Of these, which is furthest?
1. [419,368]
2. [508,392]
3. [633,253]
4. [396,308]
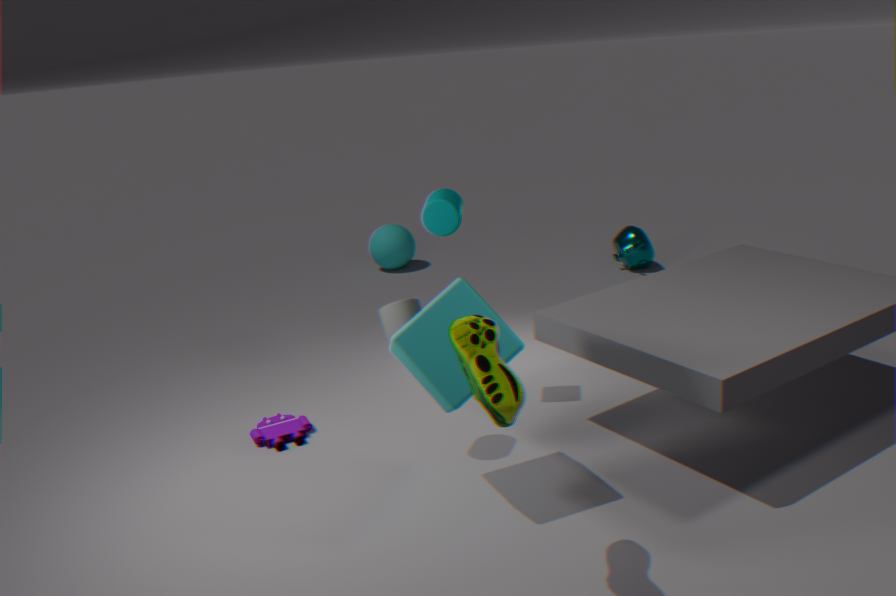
[633,253]
